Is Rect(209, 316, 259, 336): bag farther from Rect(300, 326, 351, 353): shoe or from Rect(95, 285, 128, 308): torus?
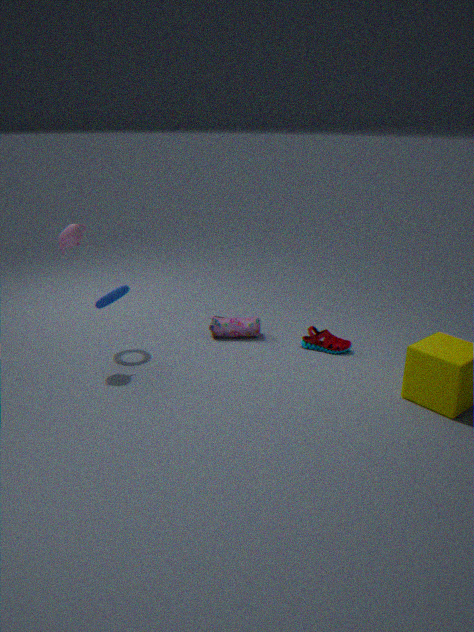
Rect(95, 285, 128, 308): torus
